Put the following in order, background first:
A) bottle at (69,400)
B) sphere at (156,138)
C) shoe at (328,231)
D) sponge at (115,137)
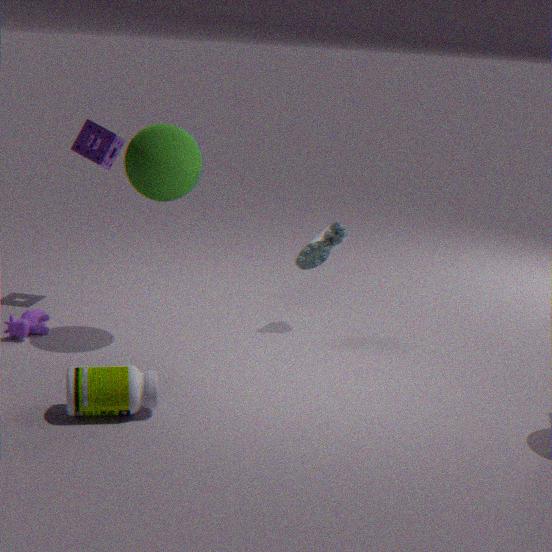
sponge at (115,137) → shoe at (328,231) → sphere at (156,138) → bottle at (69,400)
